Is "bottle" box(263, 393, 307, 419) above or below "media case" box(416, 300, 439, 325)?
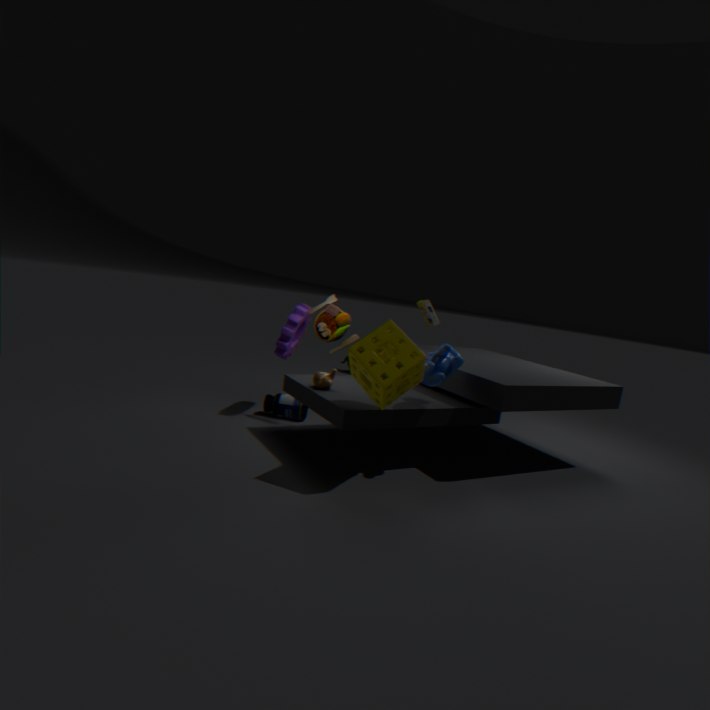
Answer: below
